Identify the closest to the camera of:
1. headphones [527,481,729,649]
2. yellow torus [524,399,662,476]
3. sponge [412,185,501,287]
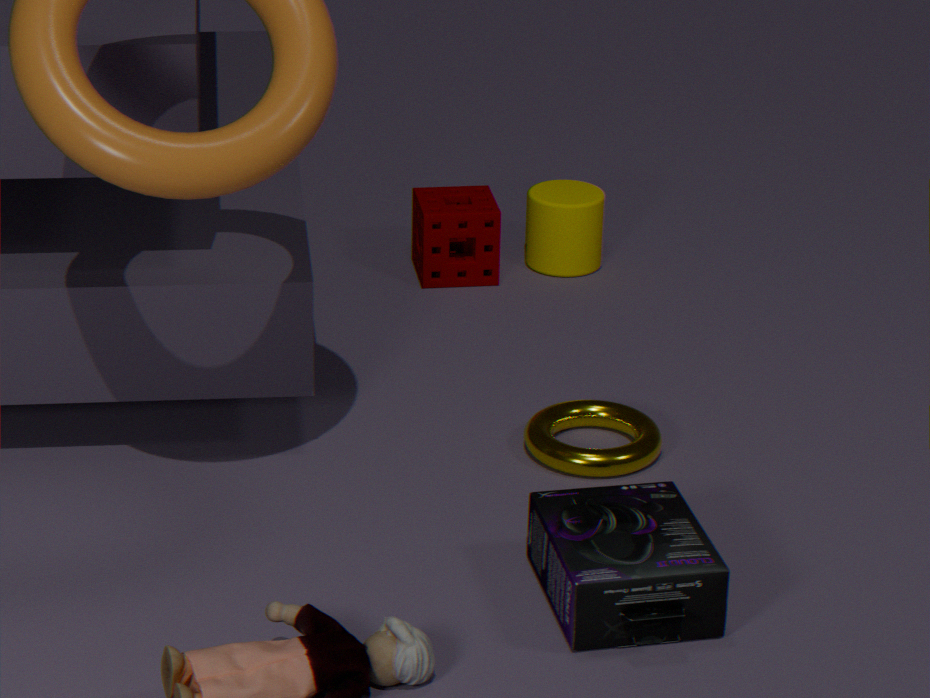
headphones [527,481,729,649]
